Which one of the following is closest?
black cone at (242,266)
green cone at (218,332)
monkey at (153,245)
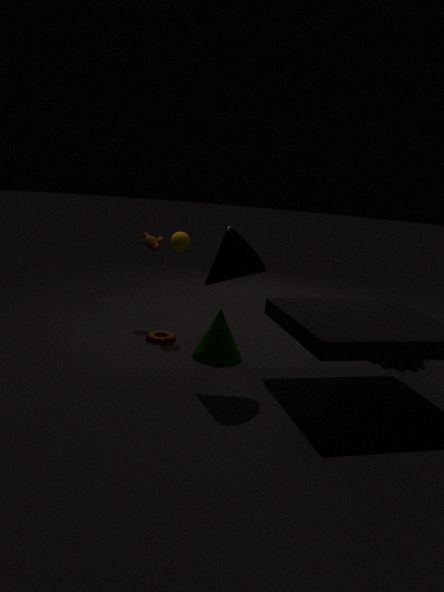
black cone at (242,266)
